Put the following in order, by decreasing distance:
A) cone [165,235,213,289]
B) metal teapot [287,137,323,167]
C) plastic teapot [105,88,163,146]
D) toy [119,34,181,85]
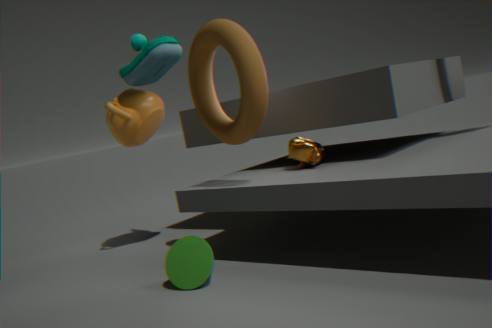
plastic teapot [105,88,163,146] < toy [119,34,181,85] < metal teapot [287,137,323,167] < cone [165,235,213,289]
